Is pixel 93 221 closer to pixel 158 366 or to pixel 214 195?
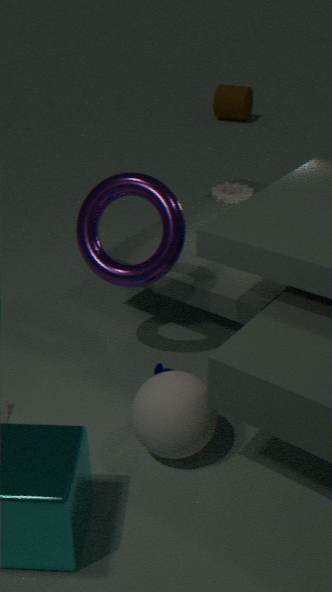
pixel 158 366
